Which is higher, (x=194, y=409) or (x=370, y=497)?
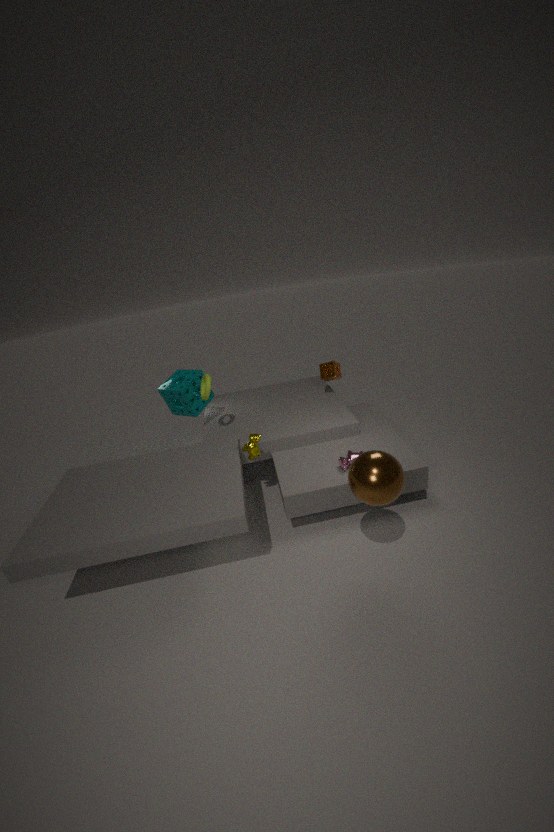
(x=194, y=409)
